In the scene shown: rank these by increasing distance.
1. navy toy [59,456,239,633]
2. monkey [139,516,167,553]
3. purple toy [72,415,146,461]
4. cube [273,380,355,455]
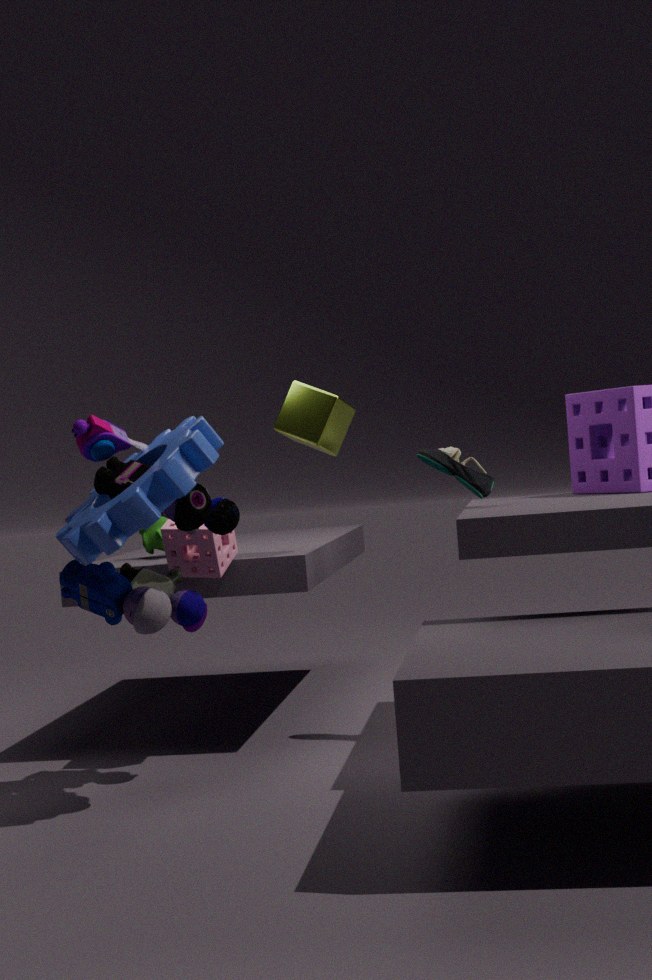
navy toy [59,456,239,633]
purple toy [72,415,146,461]
cube [273,380,355,455]
monkey [139,516,167,553]
